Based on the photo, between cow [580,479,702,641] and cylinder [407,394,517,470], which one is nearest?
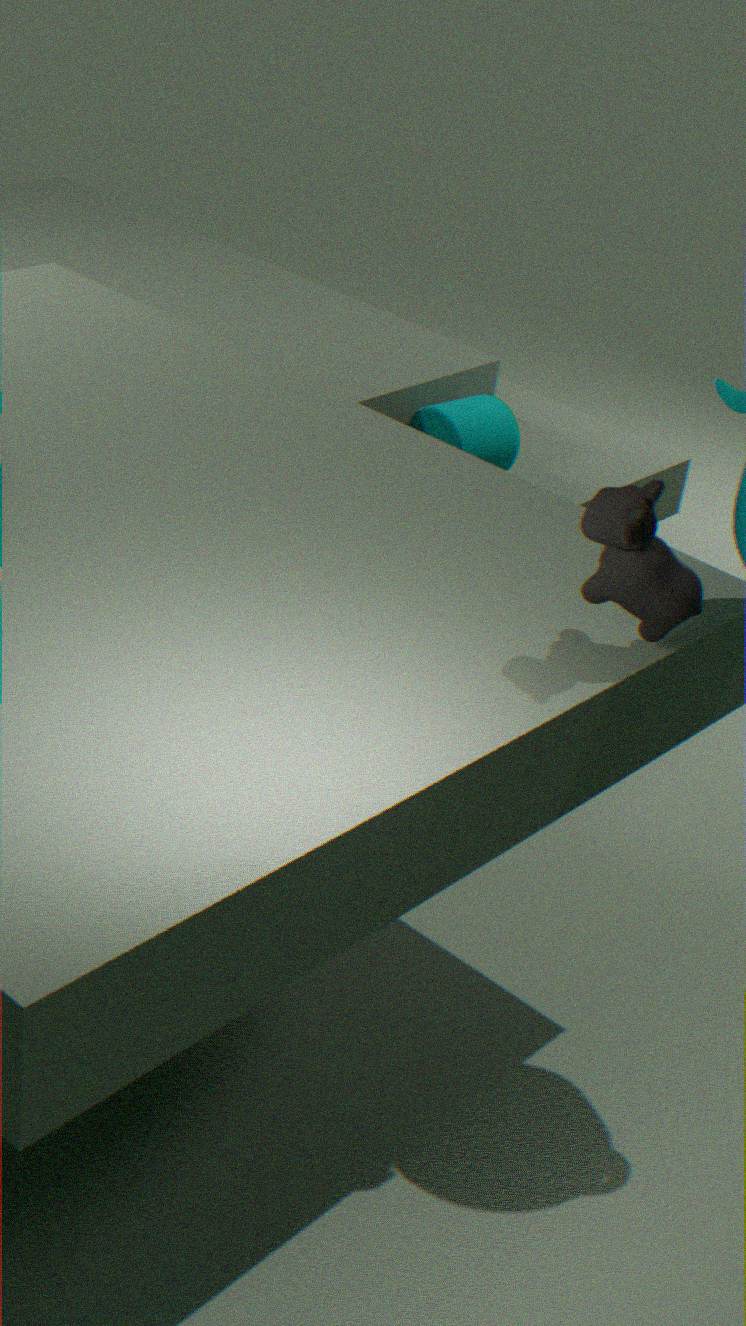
cow [580,479,702,641]
